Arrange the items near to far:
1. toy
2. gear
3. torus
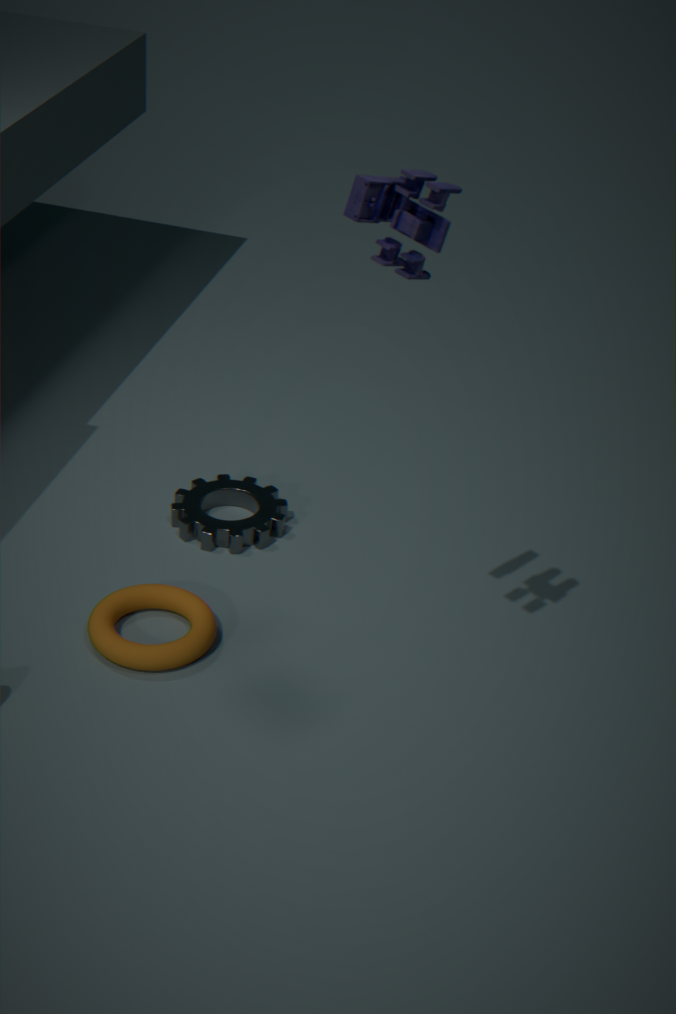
toy < torus < gear
